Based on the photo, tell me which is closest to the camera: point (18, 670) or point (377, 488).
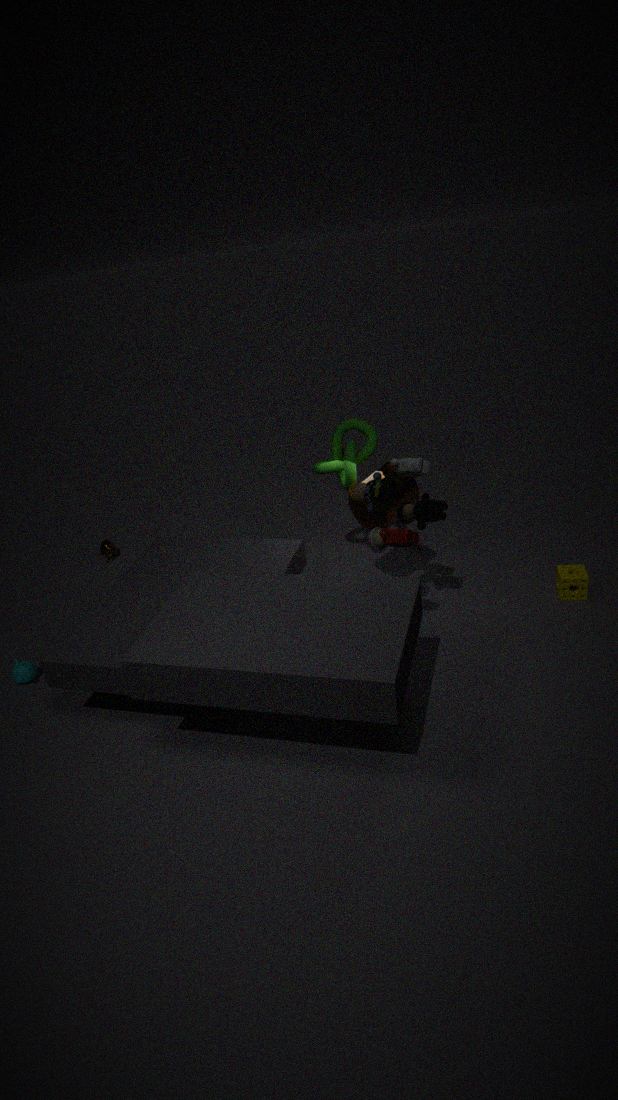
point (377, 488)
